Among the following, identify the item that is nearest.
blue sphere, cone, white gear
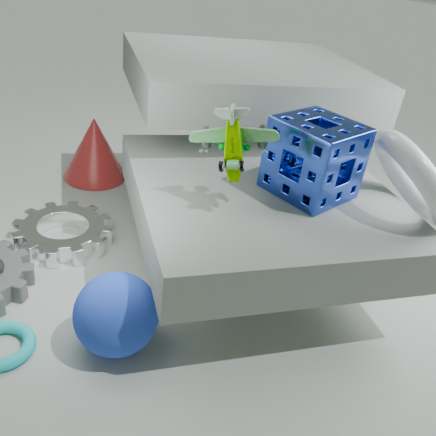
blue sphere
